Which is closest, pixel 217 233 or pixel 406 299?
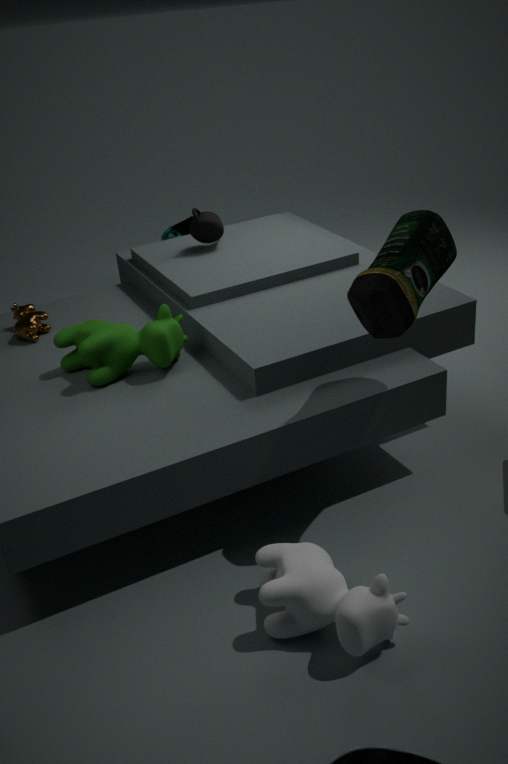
pixel 406 299
